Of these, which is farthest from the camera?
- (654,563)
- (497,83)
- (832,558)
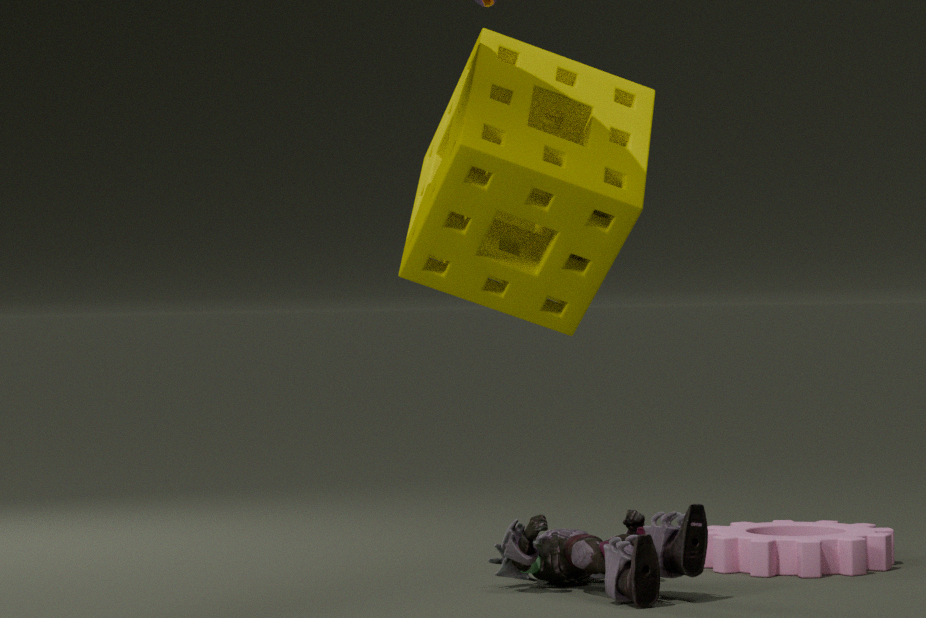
(832,558)
